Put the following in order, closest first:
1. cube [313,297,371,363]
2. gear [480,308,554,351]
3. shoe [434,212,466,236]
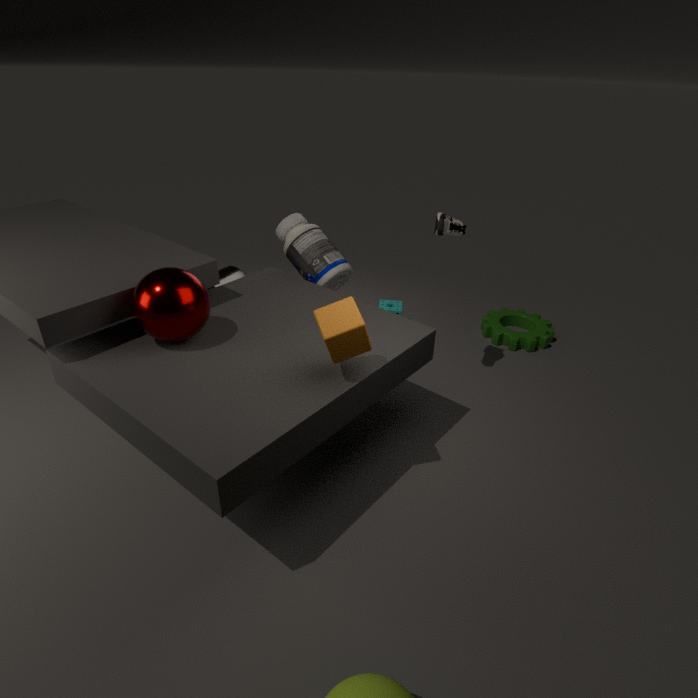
cube [313,297,371,363] < shoe [434,212,466,236] < gear [480,308,554,351]
